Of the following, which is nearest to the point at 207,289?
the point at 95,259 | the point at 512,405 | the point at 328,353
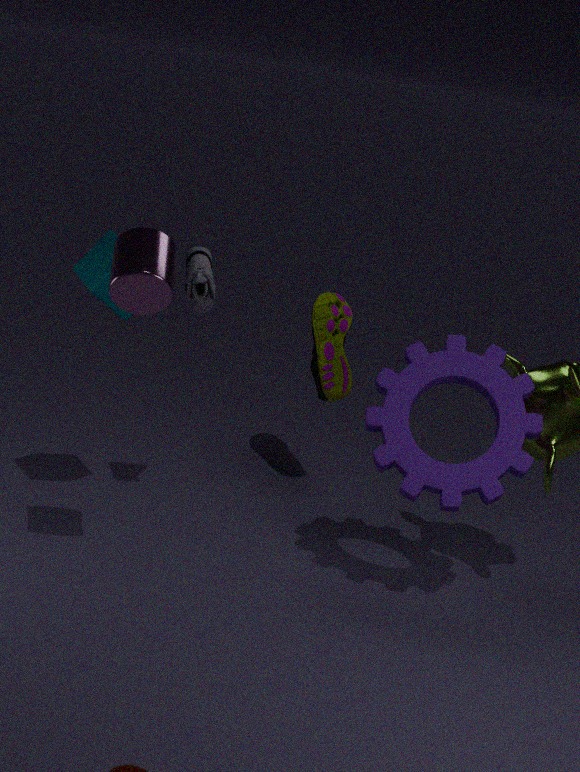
the point at 95,259
